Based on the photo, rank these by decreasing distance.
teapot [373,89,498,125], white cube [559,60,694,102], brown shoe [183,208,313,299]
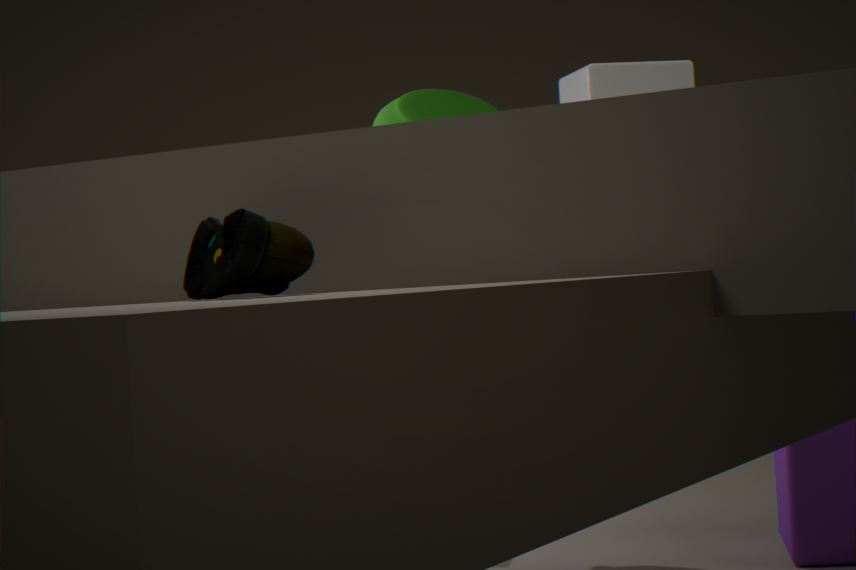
1. teapot [373,89,498,125]
2. white cube [559,60,694,102]
3. brown shoe [183,208,313,299]
